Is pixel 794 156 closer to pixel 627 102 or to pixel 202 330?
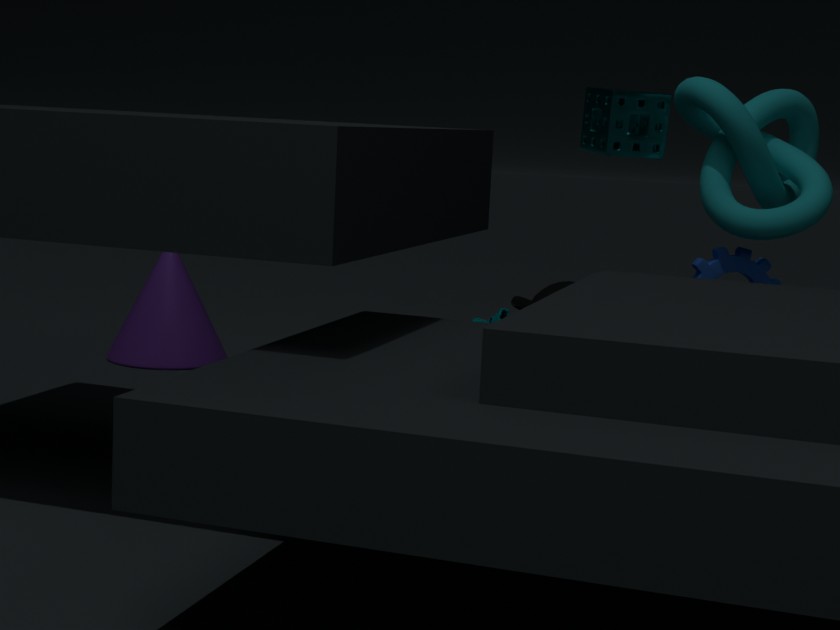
pixel 627 102
